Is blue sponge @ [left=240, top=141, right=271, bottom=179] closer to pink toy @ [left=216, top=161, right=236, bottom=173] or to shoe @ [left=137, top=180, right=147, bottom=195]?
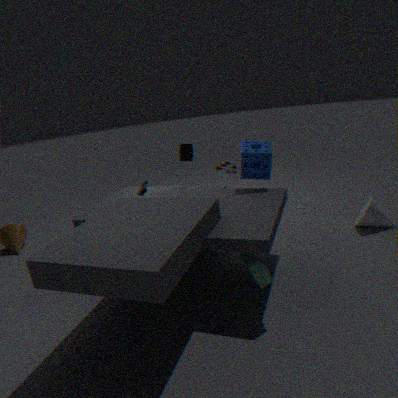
pink toy @ [left=216, top=161, right=236, bottom=173]
